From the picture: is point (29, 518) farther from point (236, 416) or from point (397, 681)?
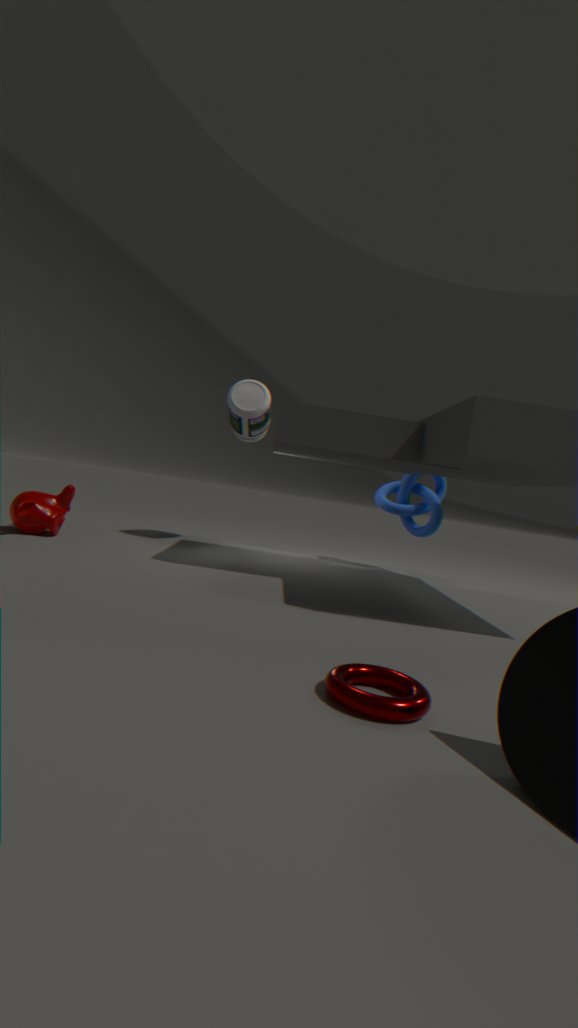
point (397, 681)
